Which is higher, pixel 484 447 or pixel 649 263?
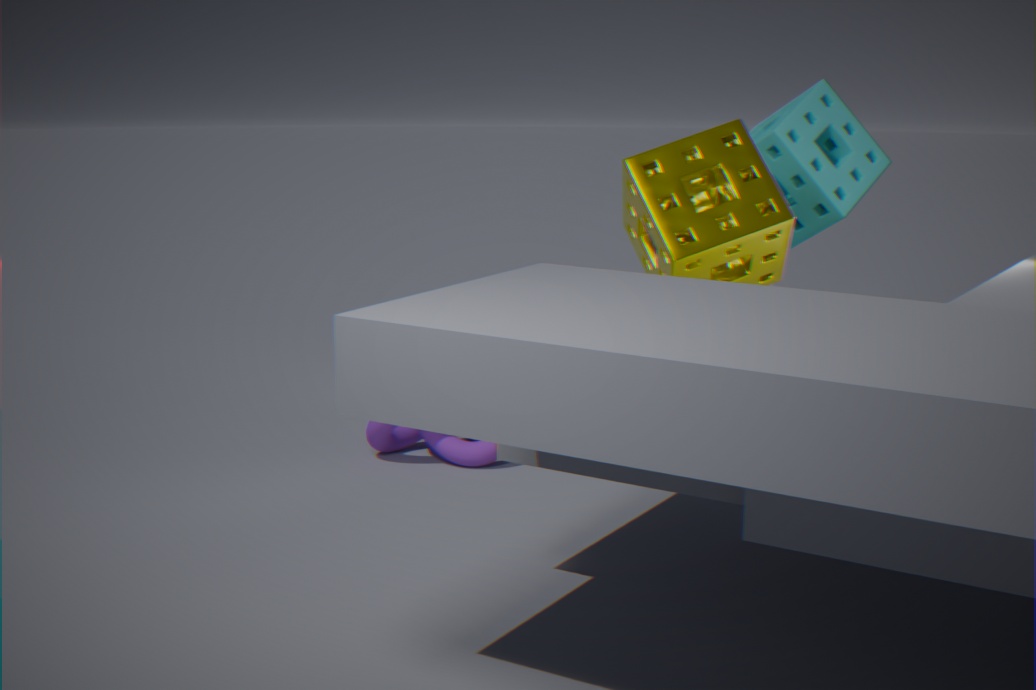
pixel 649 263
